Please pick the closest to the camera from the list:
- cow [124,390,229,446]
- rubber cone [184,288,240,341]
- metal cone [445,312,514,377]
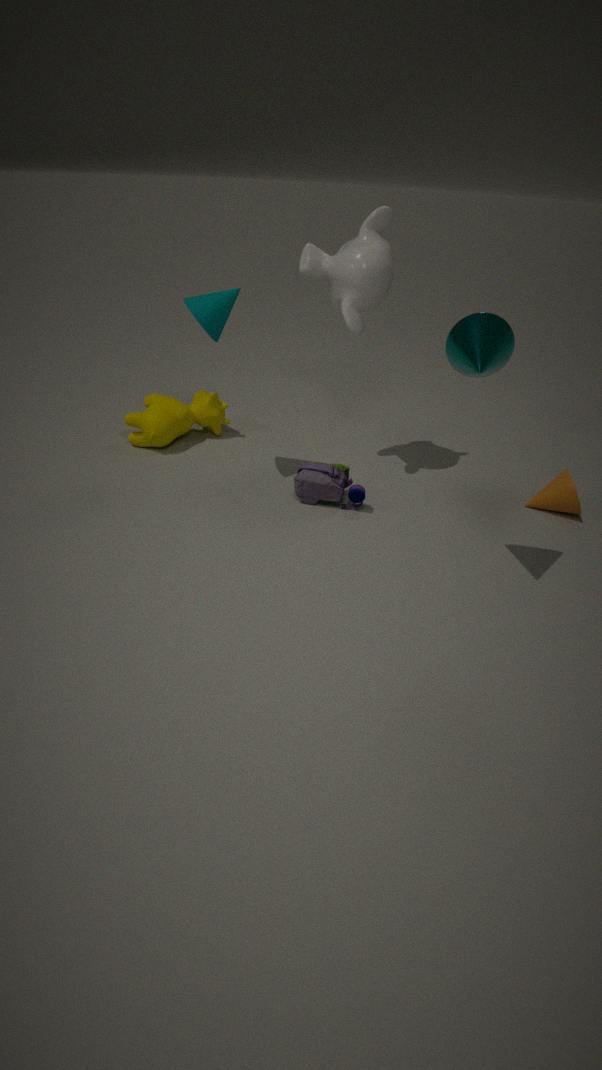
metal cone [445,312,514,377]
